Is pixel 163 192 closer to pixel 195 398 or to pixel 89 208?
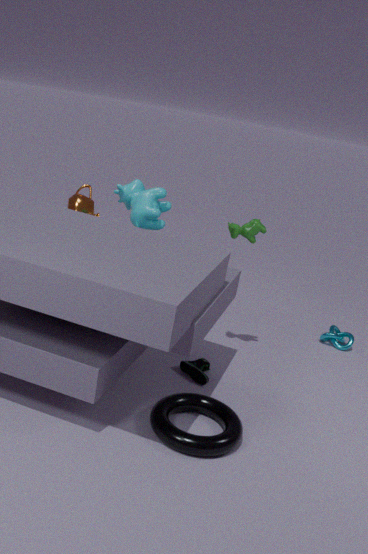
pixel 89 208
